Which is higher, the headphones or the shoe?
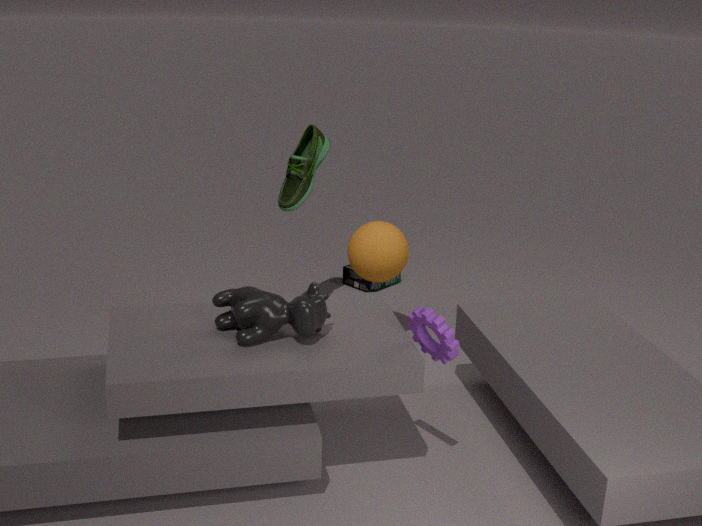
the shoe
